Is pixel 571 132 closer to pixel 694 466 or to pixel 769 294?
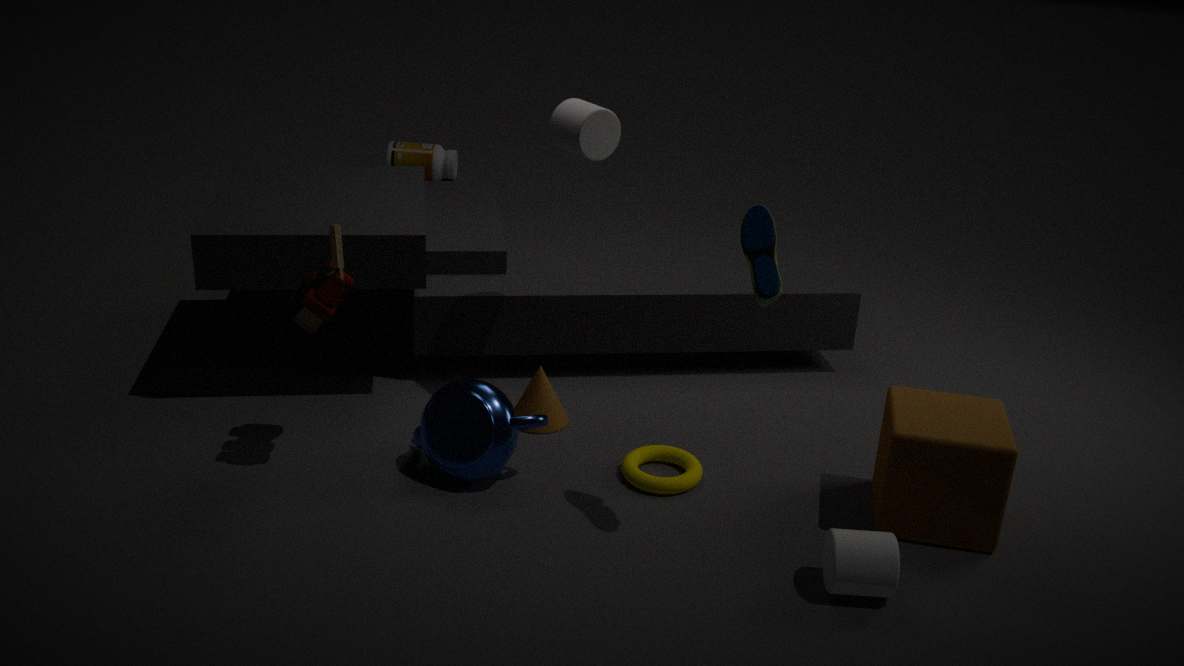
pixel 769 294
